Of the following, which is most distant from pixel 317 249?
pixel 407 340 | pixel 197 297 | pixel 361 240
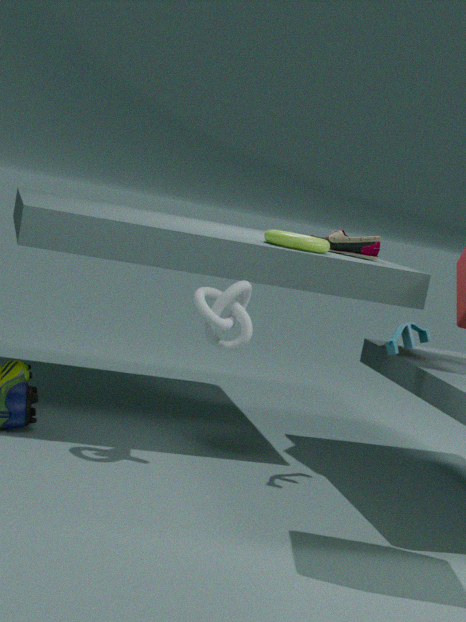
pixel 407 340
